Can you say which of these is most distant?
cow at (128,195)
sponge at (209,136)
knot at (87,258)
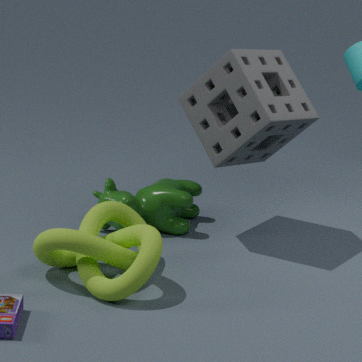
cow at (128,195)
